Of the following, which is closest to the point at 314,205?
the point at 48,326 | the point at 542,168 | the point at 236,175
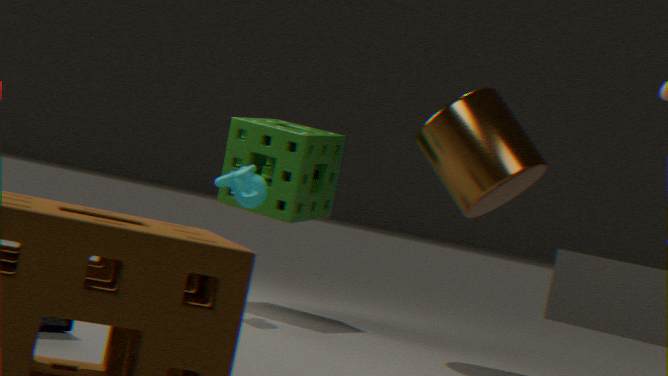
the point at 236,175
